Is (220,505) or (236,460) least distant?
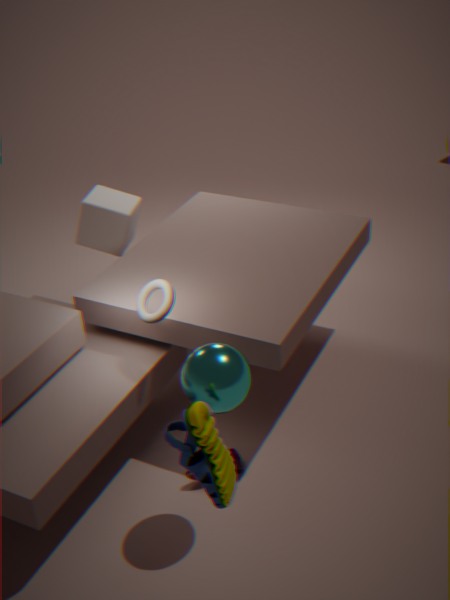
(220,505)
